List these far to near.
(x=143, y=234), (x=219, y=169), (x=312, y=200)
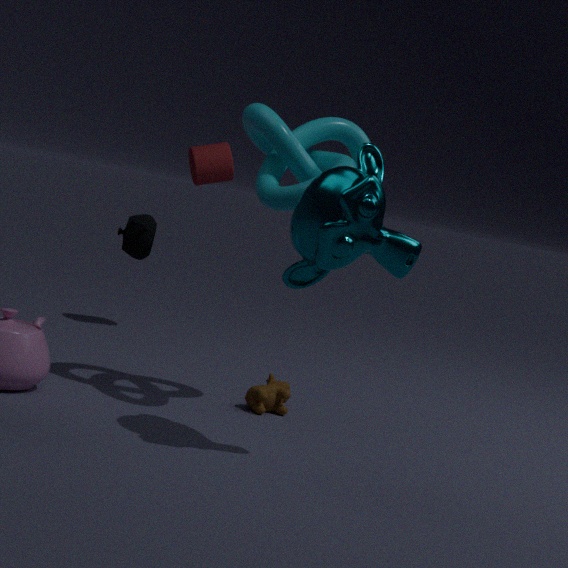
1. (x=219, y=169)
2. (x=143, y=234)
3. (x=312, y=200)
